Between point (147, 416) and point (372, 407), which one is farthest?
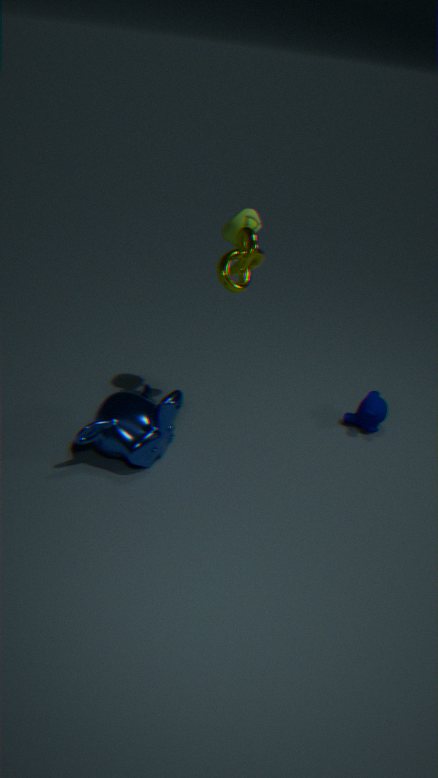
point (372, 407)
